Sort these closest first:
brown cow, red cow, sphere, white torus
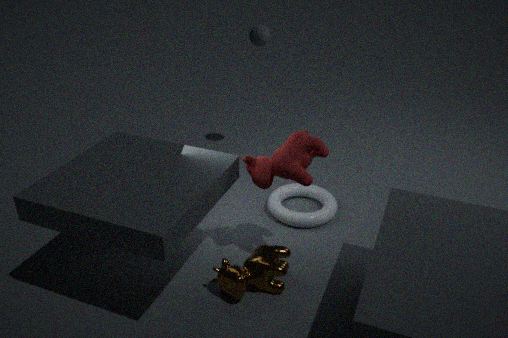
brown cow
red cow
white torus
sphere
